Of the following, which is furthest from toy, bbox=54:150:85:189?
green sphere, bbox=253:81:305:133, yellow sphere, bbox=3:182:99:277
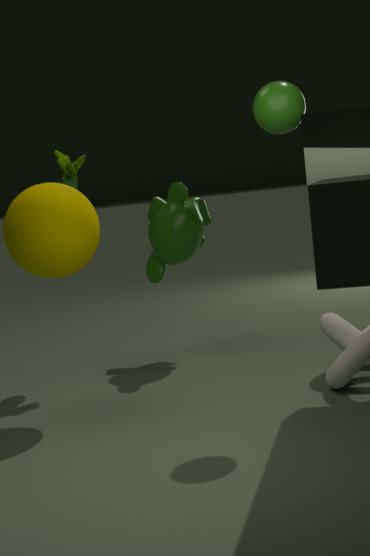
green sphere, bbox=253:81:305:133
